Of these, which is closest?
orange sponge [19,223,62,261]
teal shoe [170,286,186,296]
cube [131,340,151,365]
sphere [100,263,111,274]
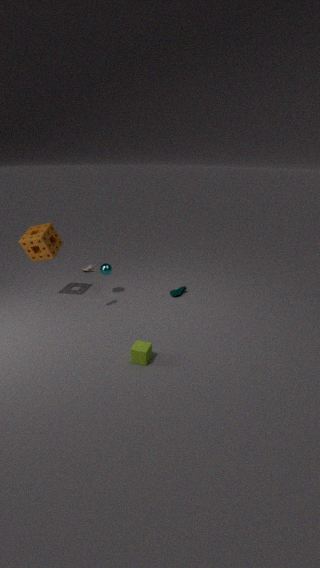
cube [131,340,151,365]
